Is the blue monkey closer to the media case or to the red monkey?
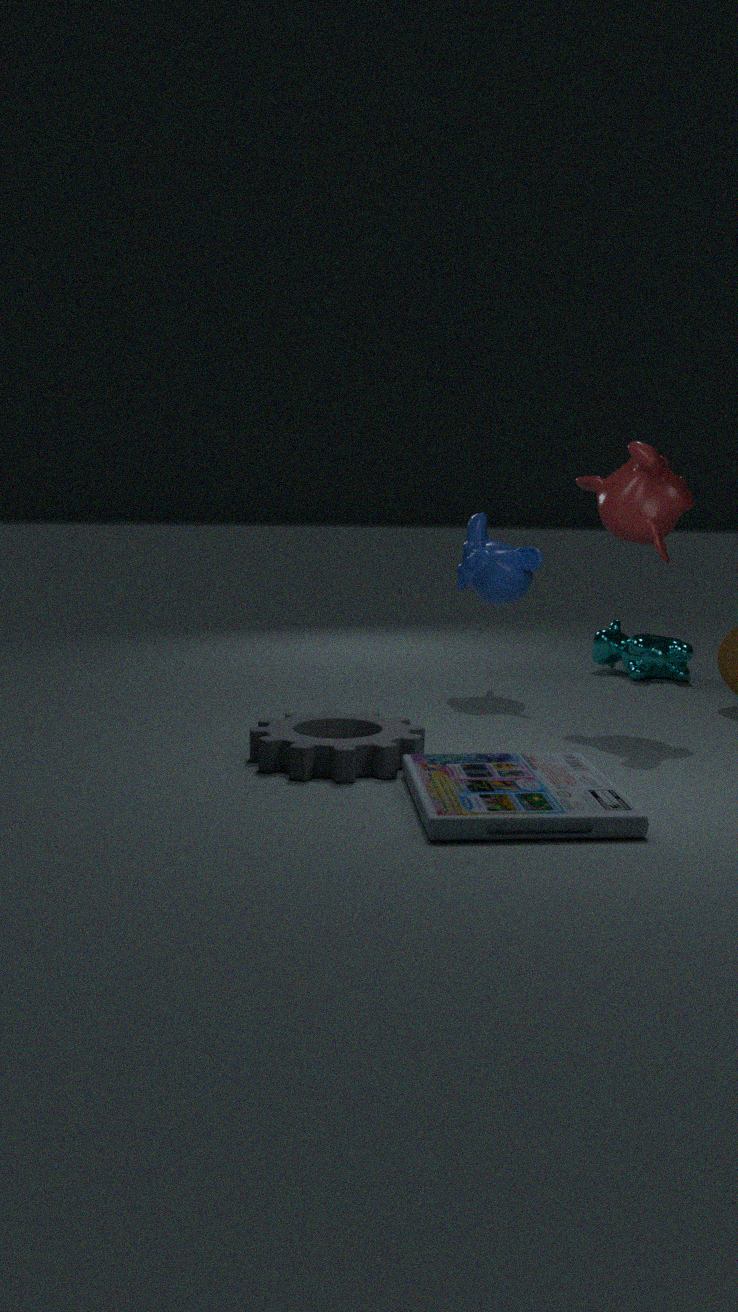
the red monkey
